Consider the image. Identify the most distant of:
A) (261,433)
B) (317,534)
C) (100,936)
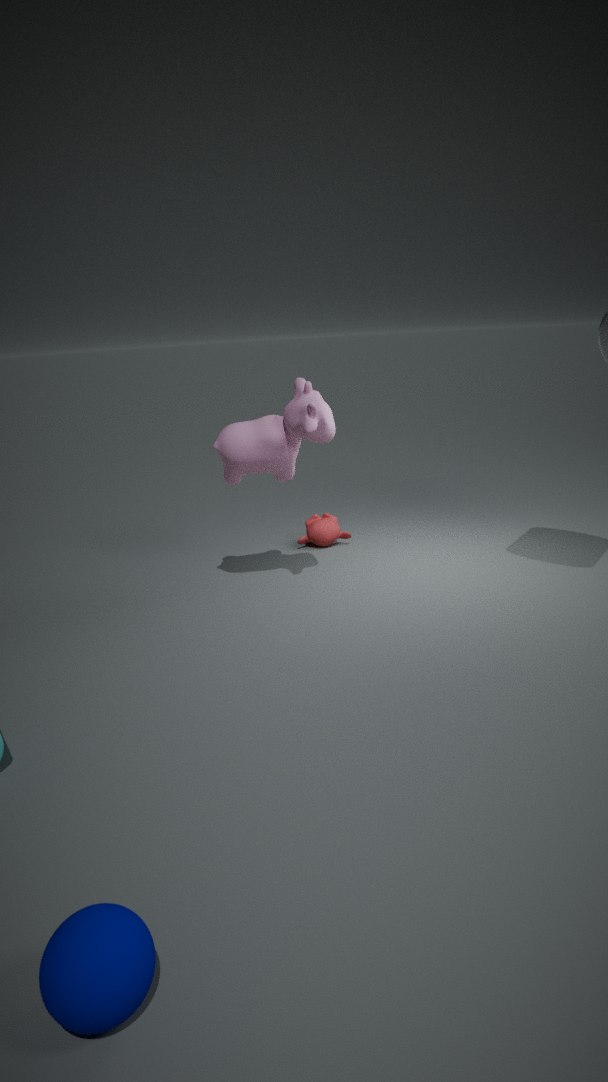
(317,534)
